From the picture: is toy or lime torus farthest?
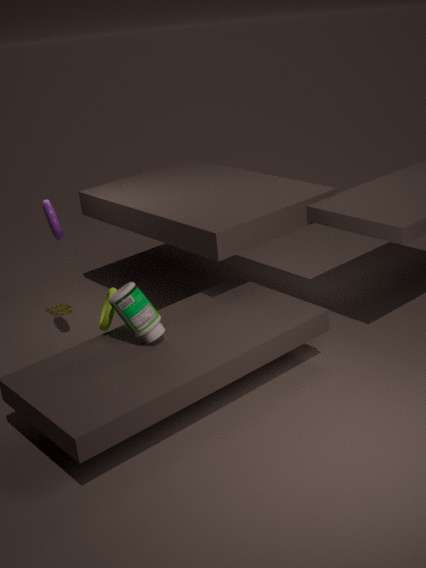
toy
